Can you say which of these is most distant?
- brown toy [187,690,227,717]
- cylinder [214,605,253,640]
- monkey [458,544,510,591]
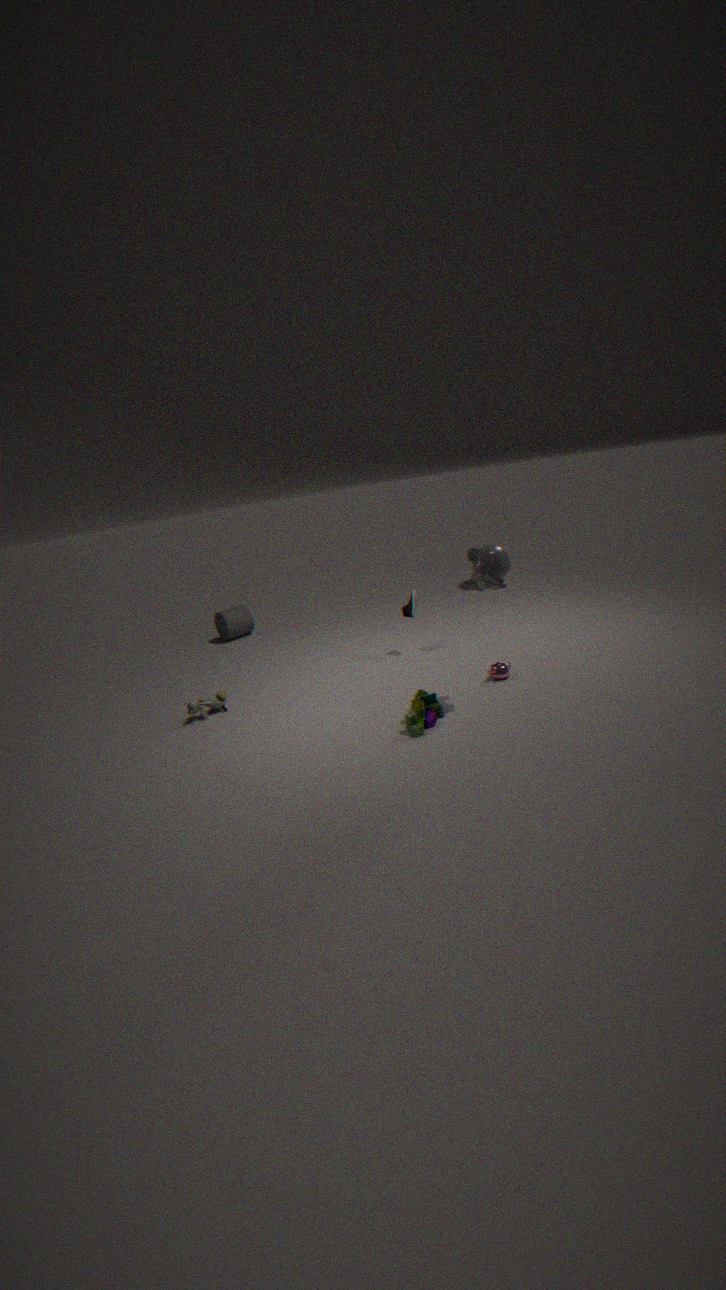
cylinder [214,605,253,640]
